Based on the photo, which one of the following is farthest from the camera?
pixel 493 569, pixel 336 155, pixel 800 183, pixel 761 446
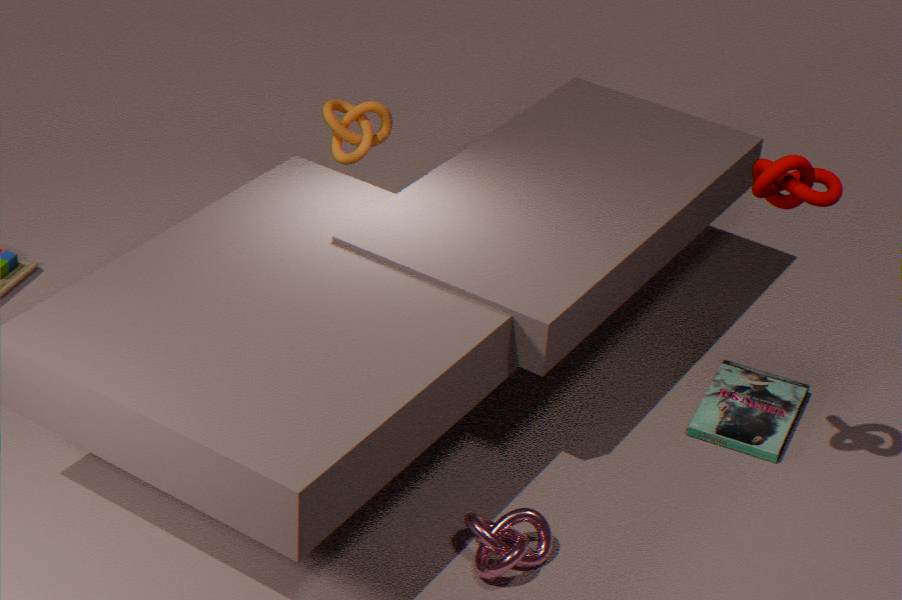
pixel 336 155
